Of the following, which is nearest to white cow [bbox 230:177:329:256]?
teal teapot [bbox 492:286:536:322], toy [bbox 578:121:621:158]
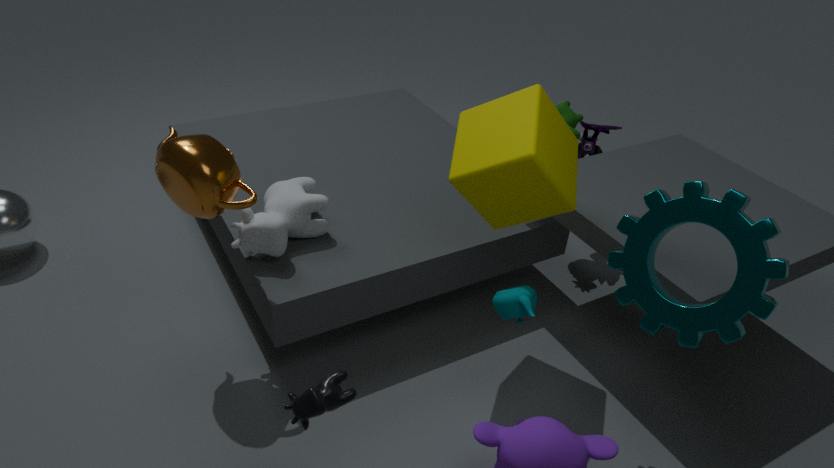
teal teapot [bbox 492:286:536:322]
